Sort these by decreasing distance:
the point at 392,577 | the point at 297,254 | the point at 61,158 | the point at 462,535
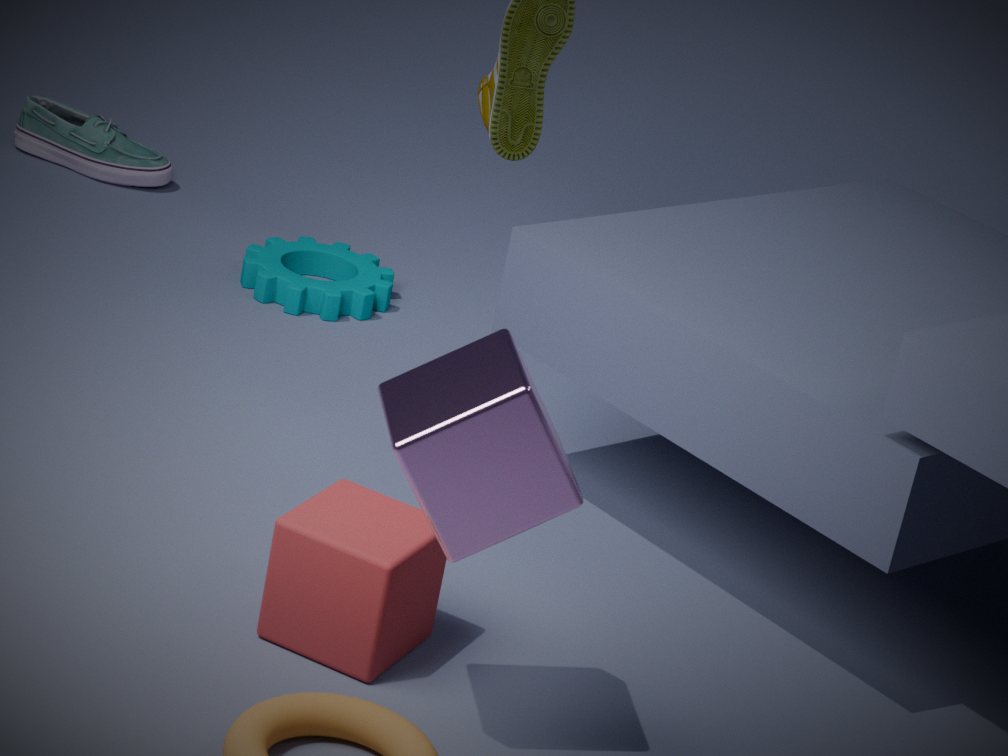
1. the point at 61,158
2. the point at 297,254
3. the point at 392,577
4. the point at 462,535
